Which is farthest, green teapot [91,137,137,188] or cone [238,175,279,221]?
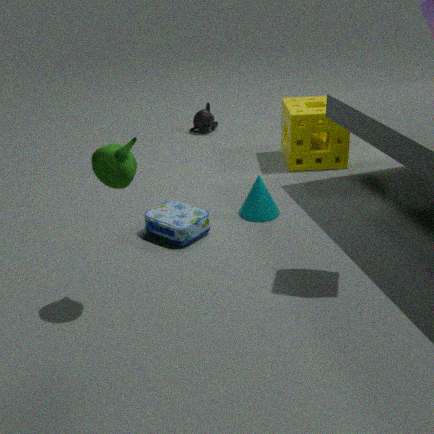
cone [238,175,279,221]
